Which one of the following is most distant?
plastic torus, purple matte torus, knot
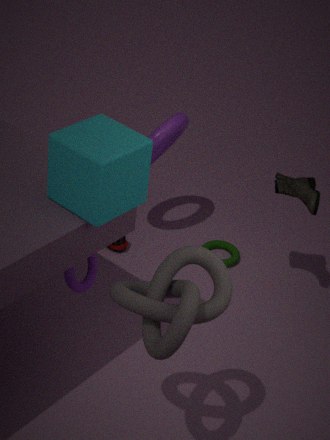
plastic torus
